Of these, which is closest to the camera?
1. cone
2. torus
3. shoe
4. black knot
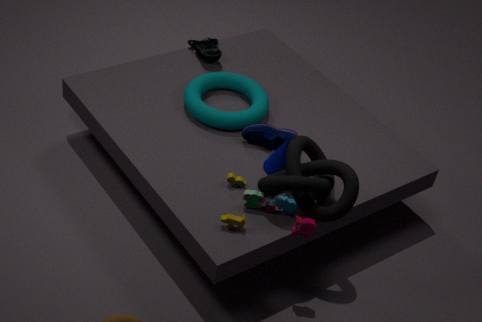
black knot
